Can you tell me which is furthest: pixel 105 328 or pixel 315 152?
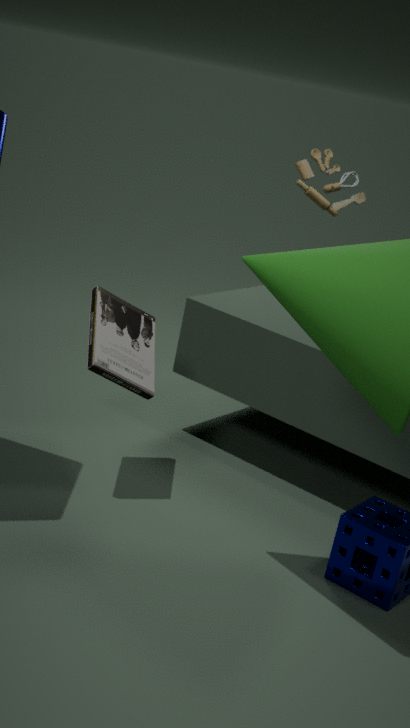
pixel 315 152
